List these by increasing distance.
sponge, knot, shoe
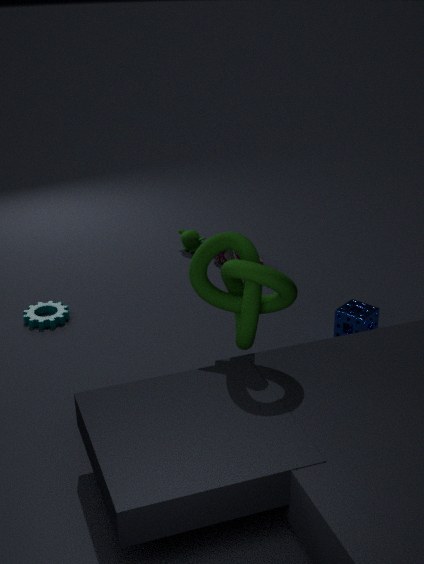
1. knot
2. sponge
3. shoe
